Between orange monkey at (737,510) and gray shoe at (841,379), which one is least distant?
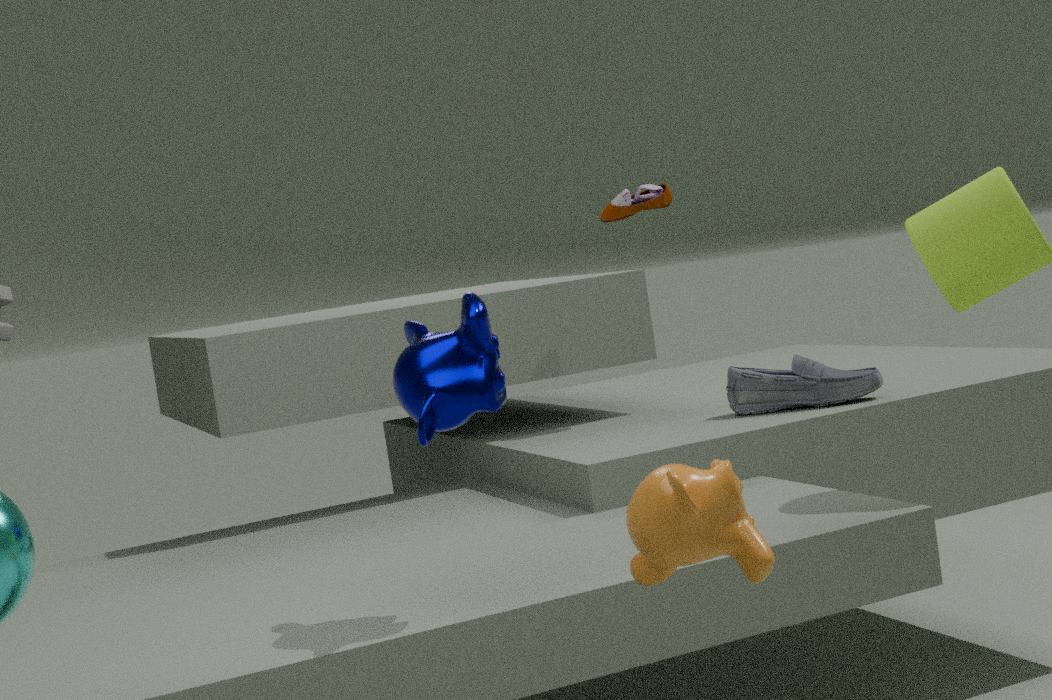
orange monkey at (737,510)
